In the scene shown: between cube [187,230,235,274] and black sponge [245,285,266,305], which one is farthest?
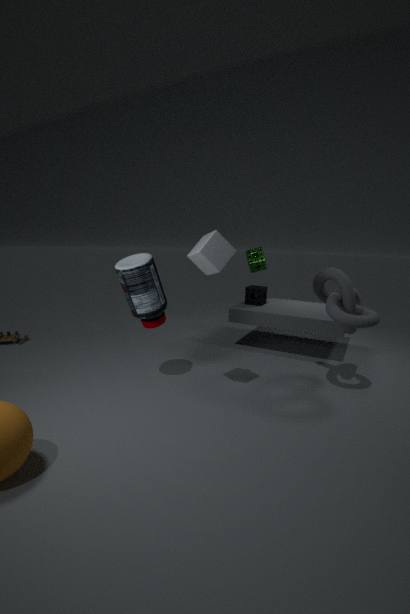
black sponge [245,285,266,305]
